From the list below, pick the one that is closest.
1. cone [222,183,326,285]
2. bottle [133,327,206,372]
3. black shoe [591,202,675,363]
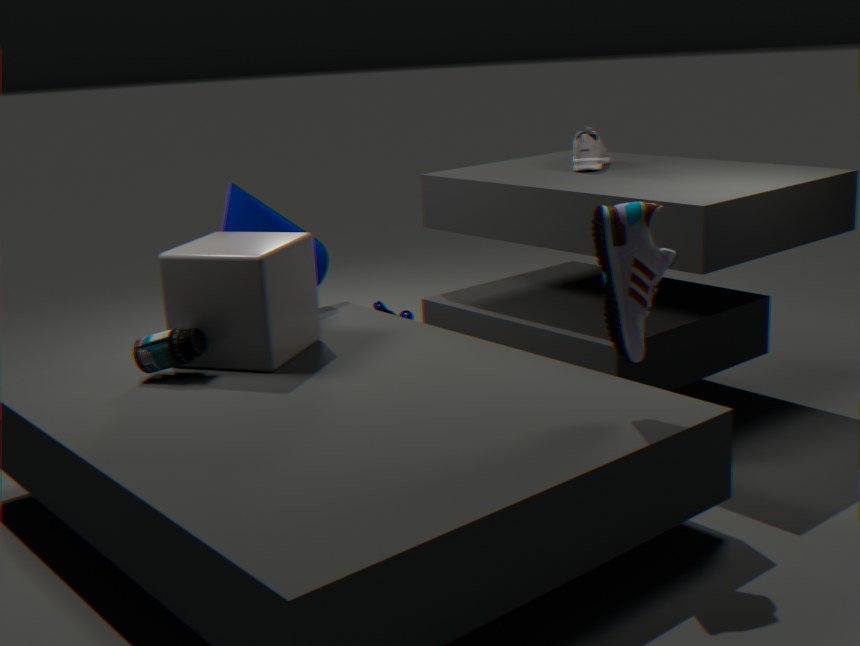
black shoe [591,202,675,363]
